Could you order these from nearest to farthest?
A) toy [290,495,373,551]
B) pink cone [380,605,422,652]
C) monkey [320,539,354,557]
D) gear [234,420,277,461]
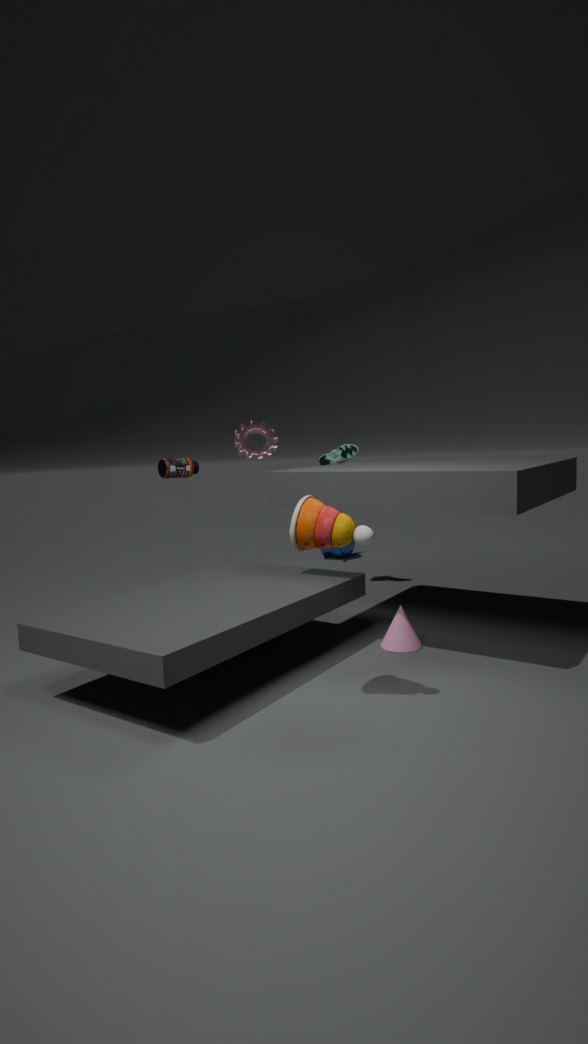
toy [290,495,373,551] → pink cone [380,605,422,652] → gear [234,420,277,461] → monkey [320,539,354,557]
